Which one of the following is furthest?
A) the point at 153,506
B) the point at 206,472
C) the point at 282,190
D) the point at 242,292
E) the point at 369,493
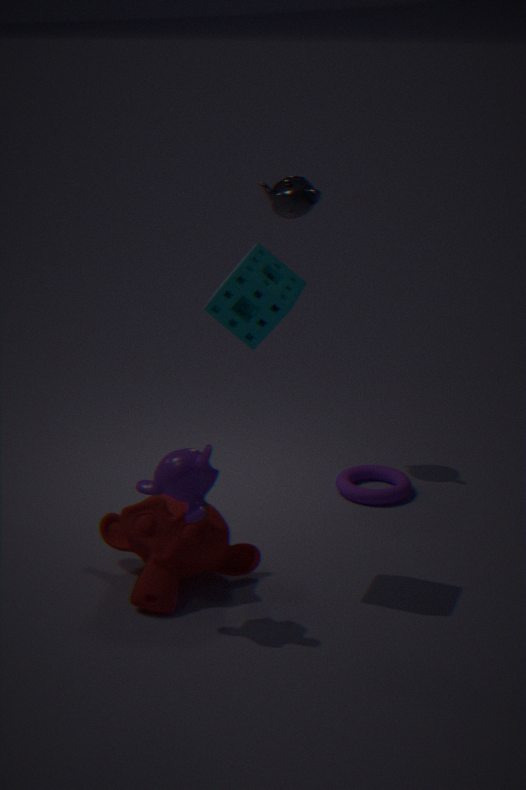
the point at 282,190
